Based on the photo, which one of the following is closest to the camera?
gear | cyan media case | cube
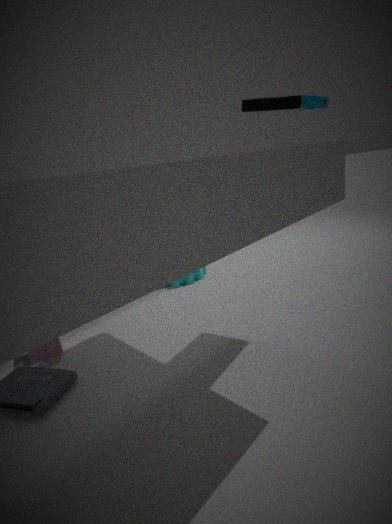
cyan media case
